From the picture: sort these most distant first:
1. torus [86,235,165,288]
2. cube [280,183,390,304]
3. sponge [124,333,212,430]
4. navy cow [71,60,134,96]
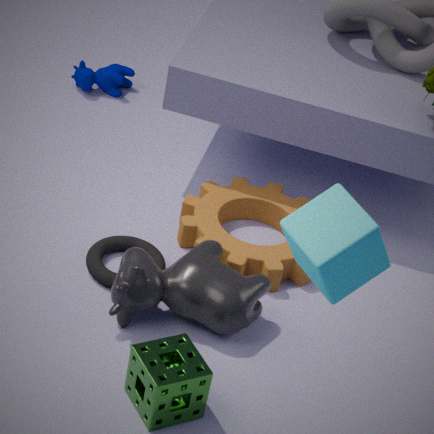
navy cow [71,60,134,96] < torus [86,235,165,288] < sponge [124,333,212,430] < cube [280,183,390,304]
